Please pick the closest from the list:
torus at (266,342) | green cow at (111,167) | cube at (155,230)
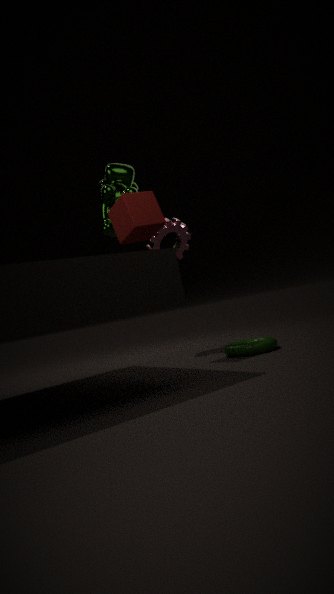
cube at (155,230)
